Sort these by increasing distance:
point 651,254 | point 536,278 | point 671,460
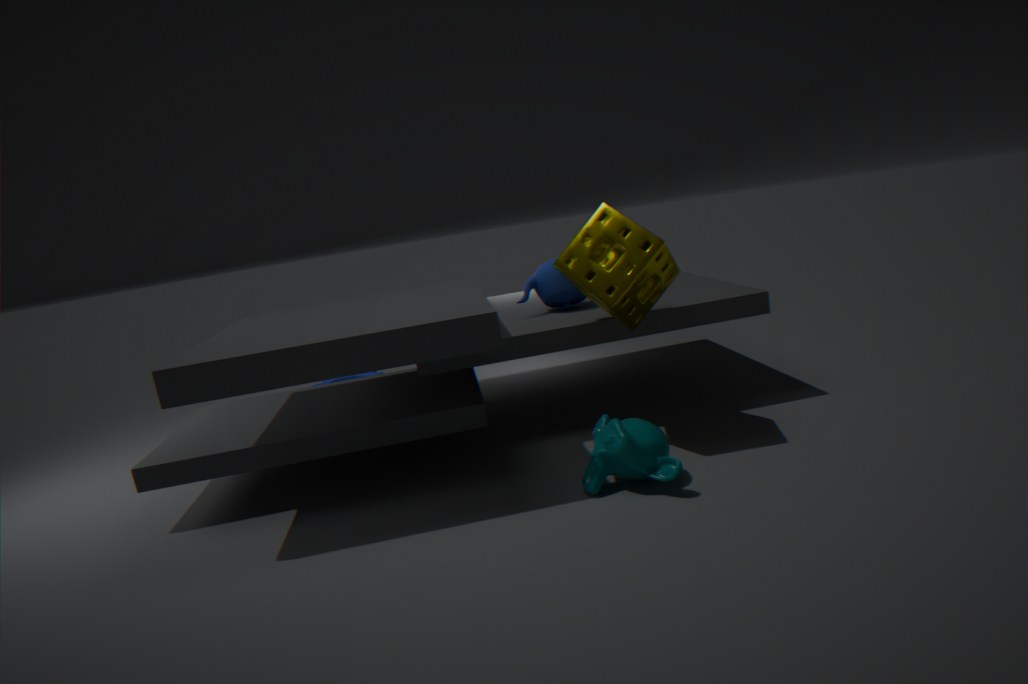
point 671,460, point 651,254, point 536,278
